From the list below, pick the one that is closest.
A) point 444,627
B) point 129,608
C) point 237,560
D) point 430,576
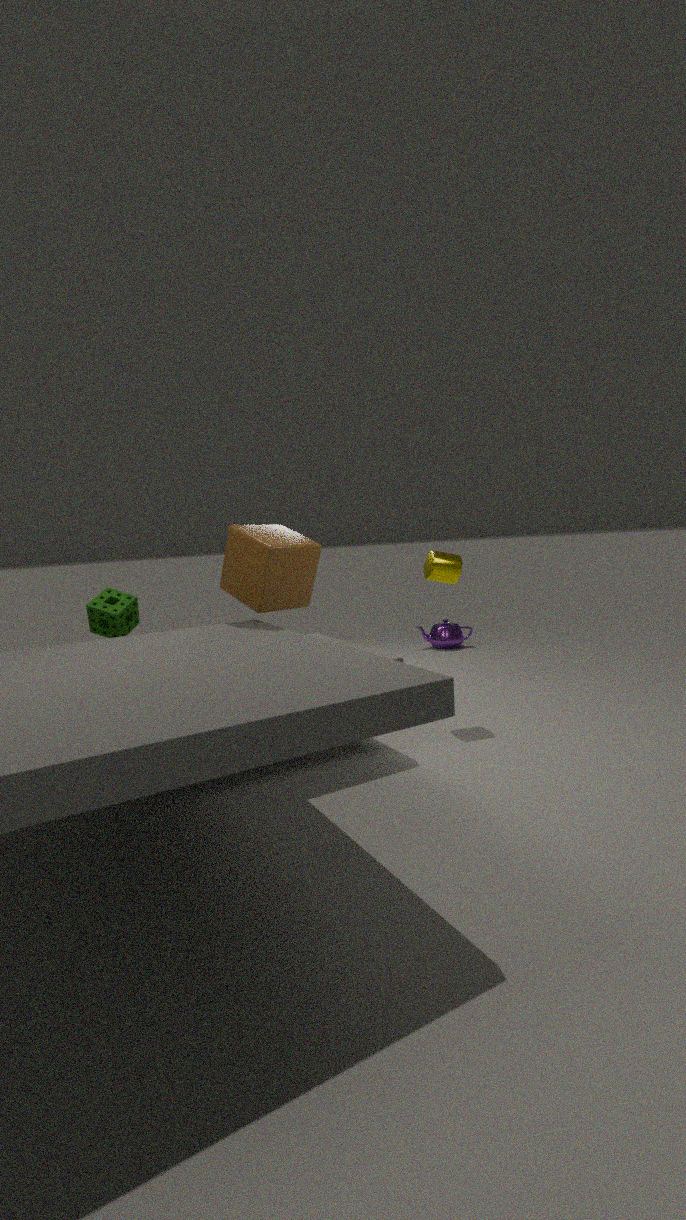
point 237,560
